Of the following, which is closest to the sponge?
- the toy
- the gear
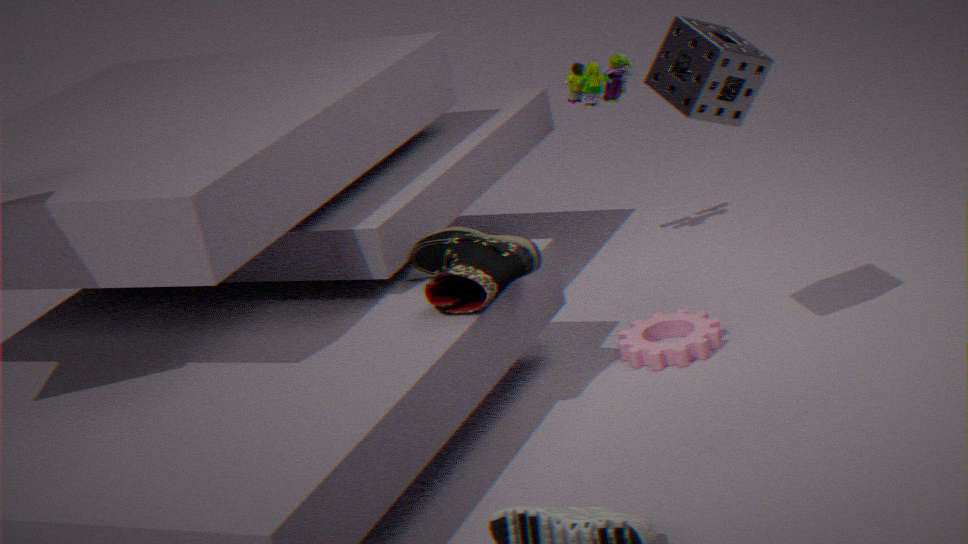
the gear
